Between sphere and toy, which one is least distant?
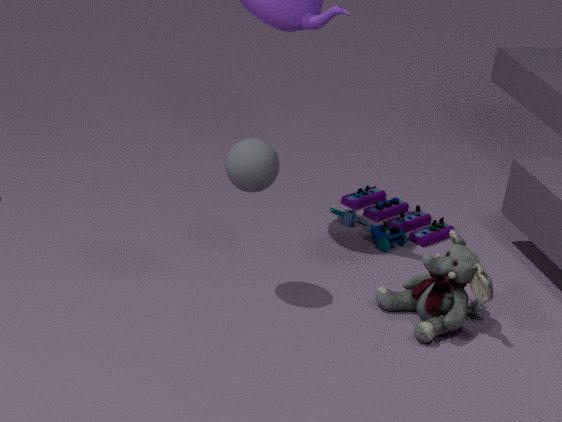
sphere
